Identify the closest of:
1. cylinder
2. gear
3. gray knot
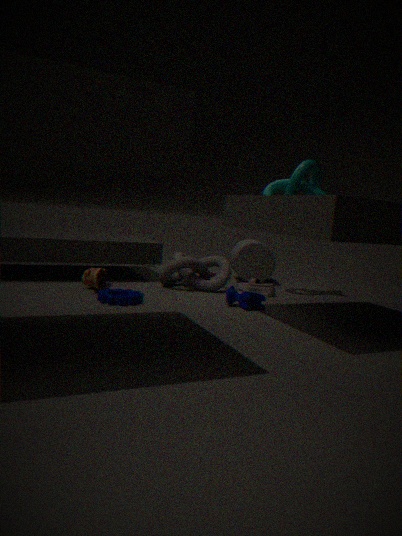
gear
